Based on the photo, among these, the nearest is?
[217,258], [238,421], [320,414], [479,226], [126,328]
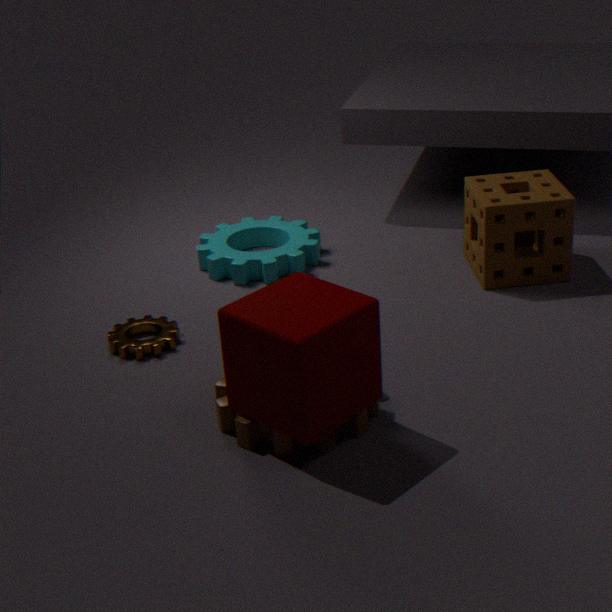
[320,414]
